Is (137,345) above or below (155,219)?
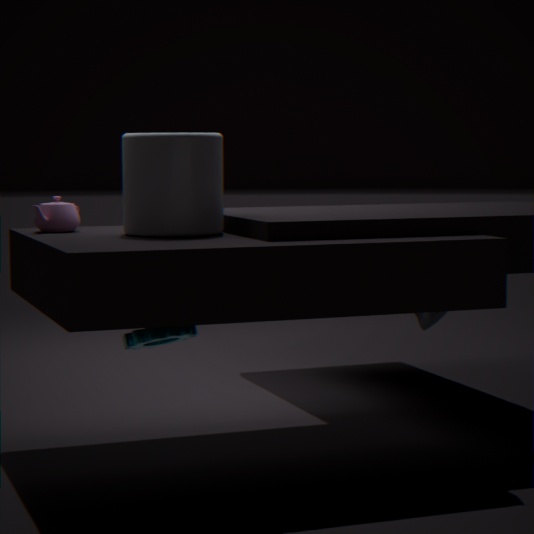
below
